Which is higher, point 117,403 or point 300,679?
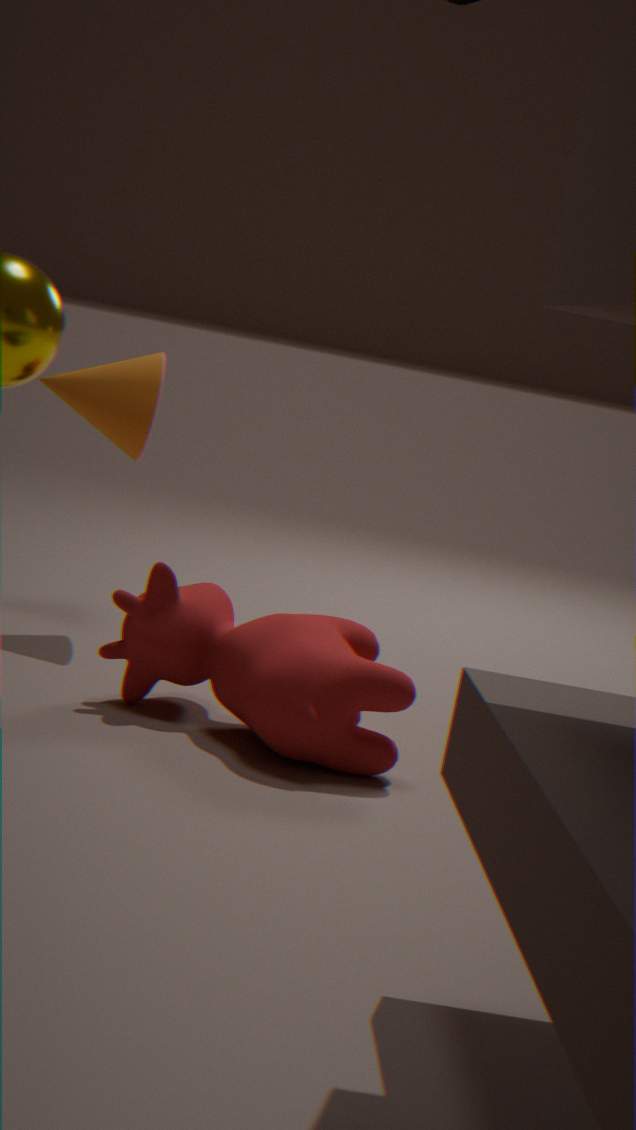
point 117,403
